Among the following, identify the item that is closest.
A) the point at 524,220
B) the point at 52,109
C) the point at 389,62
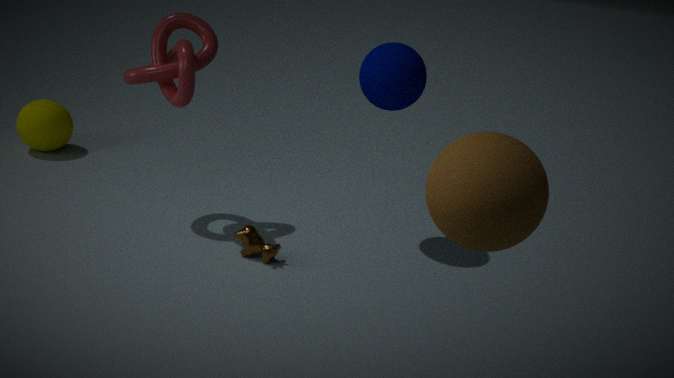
the point at 524,220
